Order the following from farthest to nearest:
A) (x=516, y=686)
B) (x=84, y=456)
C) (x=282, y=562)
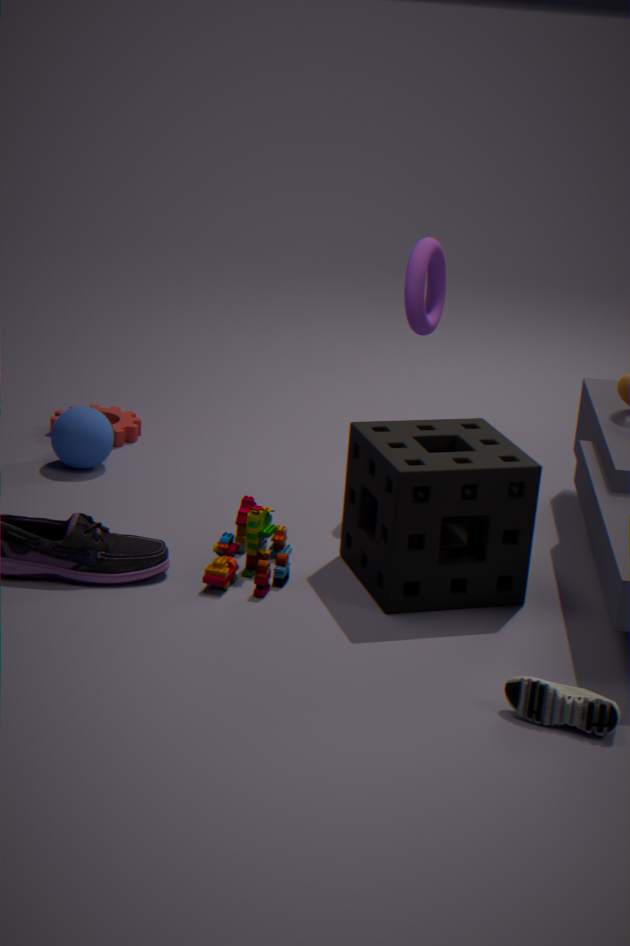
B. (x=84, y=456)
C. (x=282, y=562)
A. (x=516, y=686)
